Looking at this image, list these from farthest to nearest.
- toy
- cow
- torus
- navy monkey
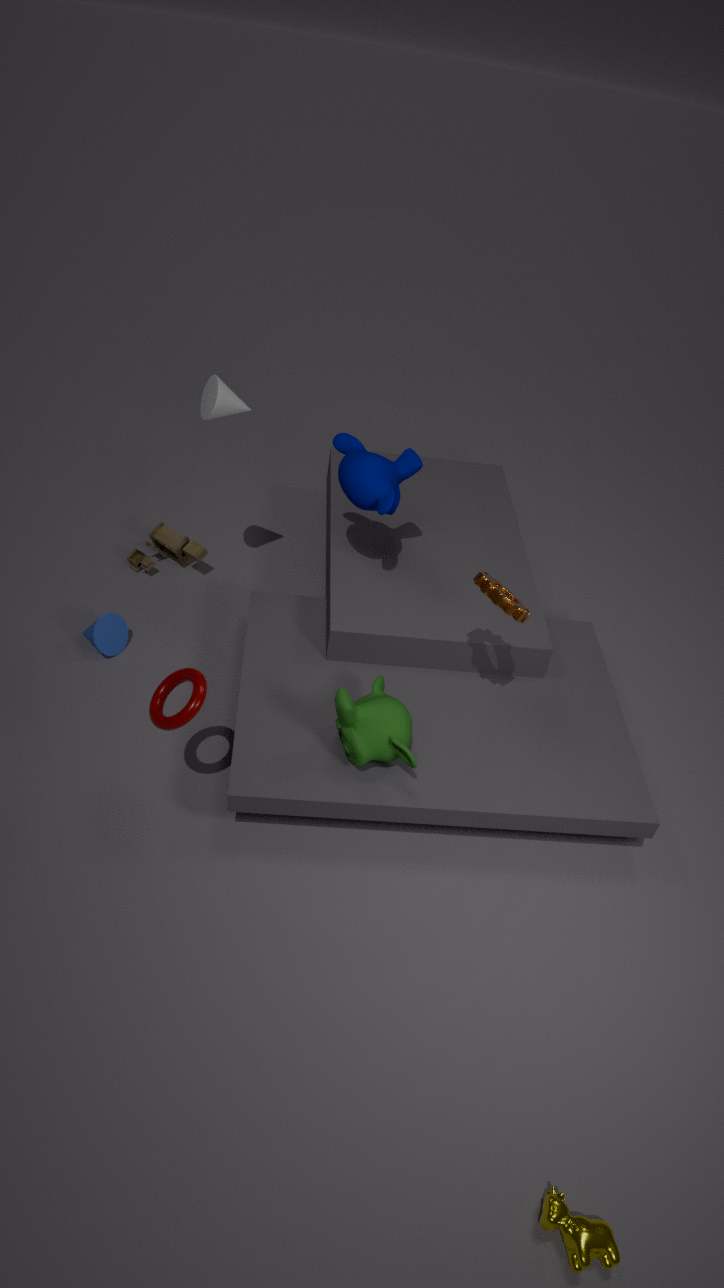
1. toy
2. navy monkey
3. torus
4. cow
